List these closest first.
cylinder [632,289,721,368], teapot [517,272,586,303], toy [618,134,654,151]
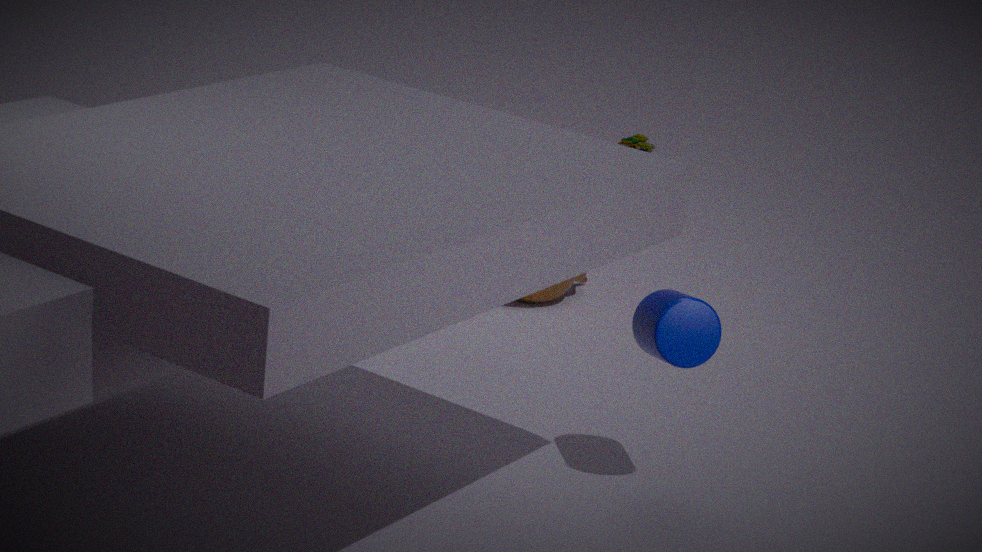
cylinder [632,289,721,368], teapot [517,272,586,303], toy [618,134,654,151]
